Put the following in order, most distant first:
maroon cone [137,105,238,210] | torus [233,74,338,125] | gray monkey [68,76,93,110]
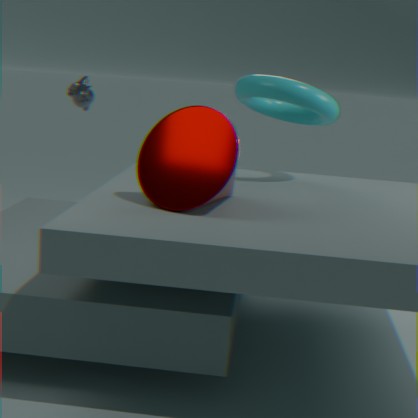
gray monkey [68,76,93,110], torus [233,74,338,125], maroon cone [137,105,238,210]
